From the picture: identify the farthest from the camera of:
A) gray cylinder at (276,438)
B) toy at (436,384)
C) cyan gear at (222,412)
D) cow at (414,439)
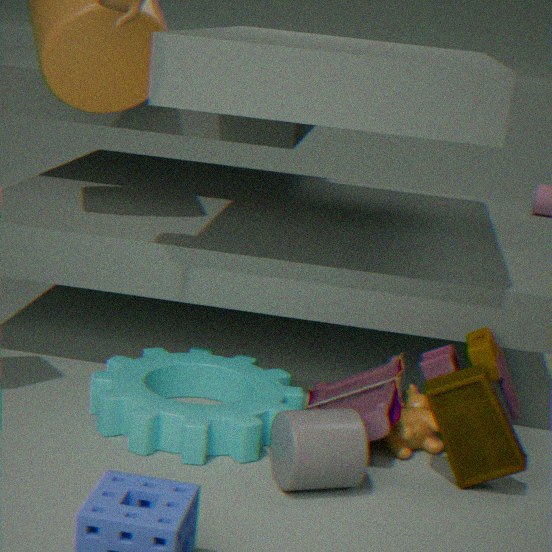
cow at (414,439)
